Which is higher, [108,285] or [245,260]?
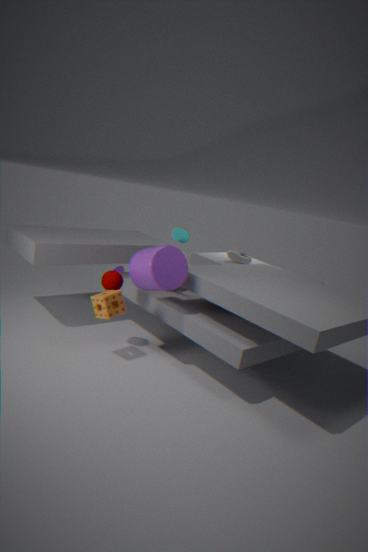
[245,260]
